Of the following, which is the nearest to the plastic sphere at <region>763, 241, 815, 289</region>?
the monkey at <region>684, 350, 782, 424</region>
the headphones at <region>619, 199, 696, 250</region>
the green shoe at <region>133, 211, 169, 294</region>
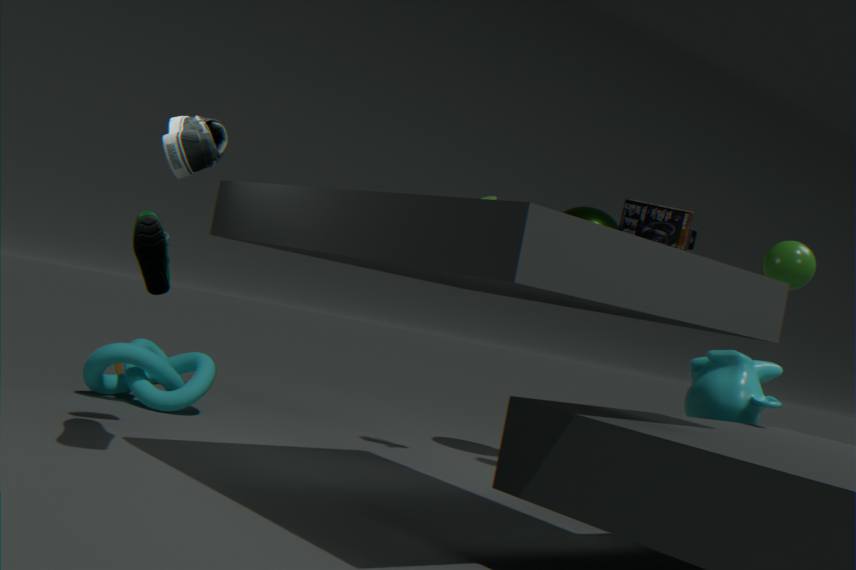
the monkey at <region>684, 350, 782, 424</region>
